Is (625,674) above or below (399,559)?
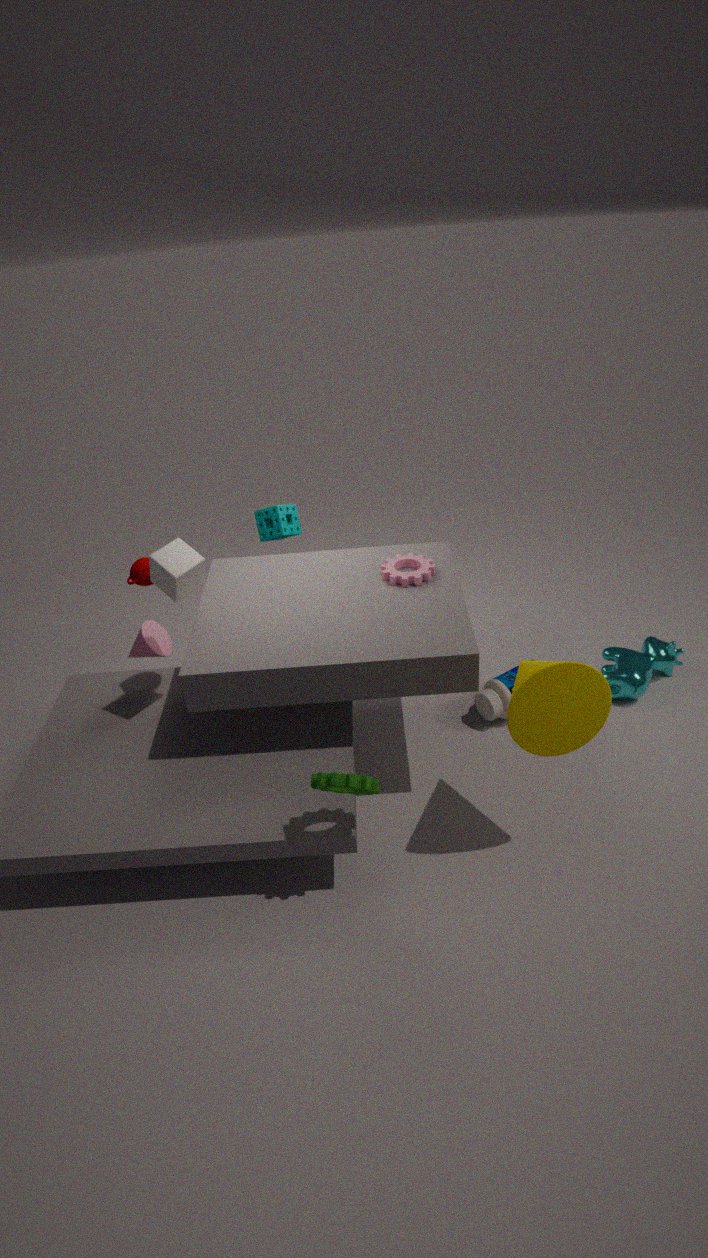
below
